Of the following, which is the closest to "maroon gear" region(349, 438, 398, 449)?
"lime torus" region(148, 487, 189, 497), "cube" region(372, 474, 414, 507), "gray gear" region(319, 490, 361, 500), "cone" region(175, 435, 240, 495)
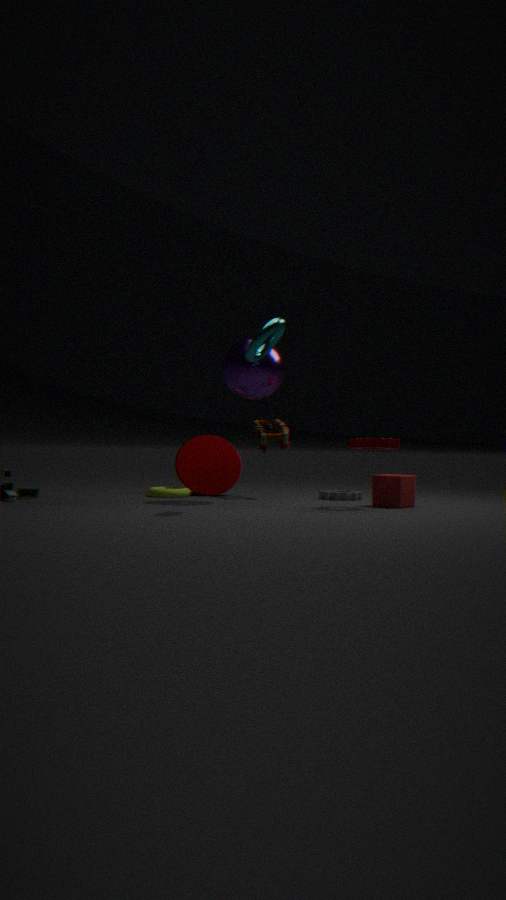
"cube" region(372, 474, 414, 507)
